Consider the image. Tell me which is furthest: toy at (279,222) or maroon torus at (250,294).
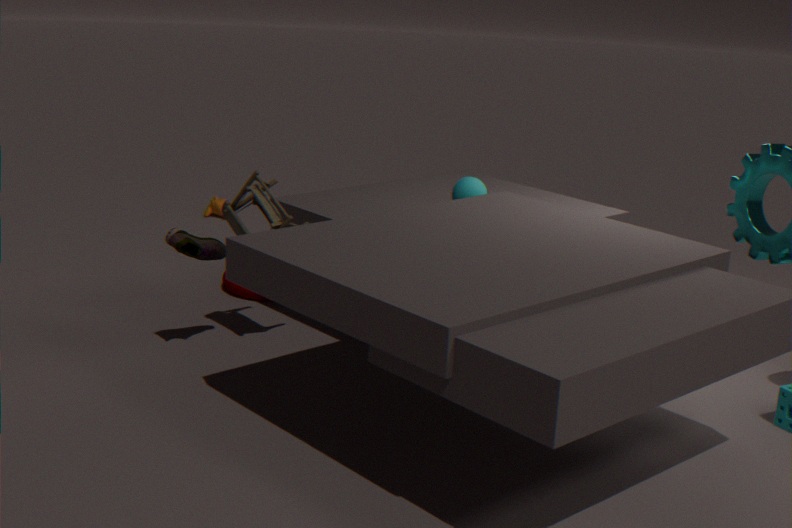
maroon torus at (250,294)
